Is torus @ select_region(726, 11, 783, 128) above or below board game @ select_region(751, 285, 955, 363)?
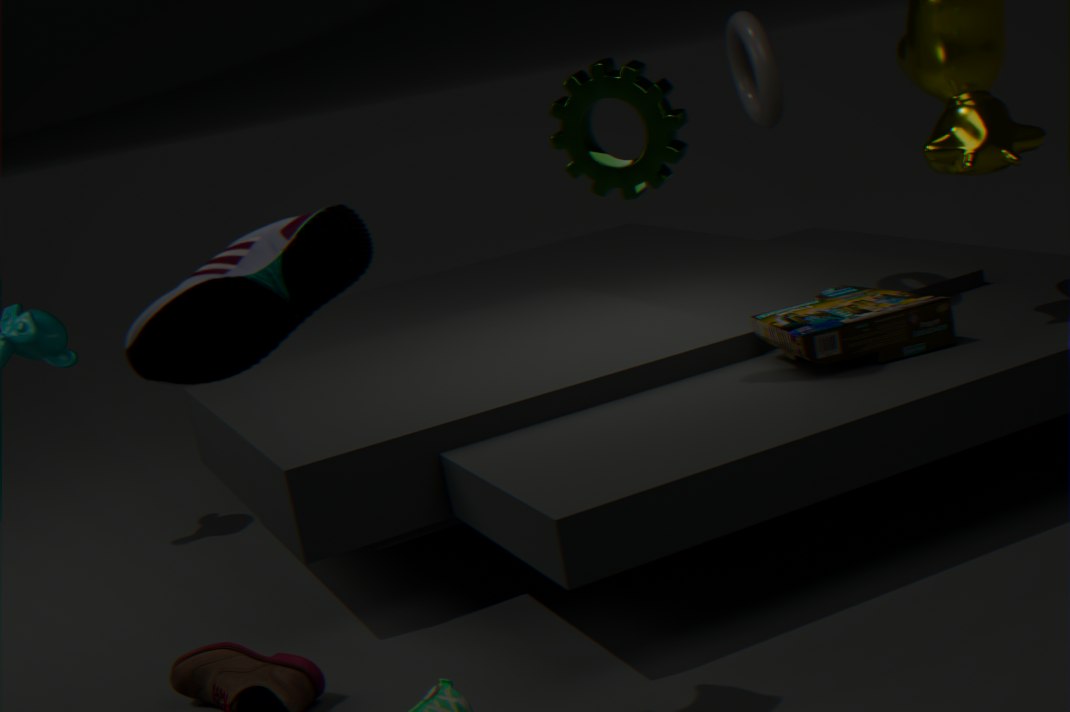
above
